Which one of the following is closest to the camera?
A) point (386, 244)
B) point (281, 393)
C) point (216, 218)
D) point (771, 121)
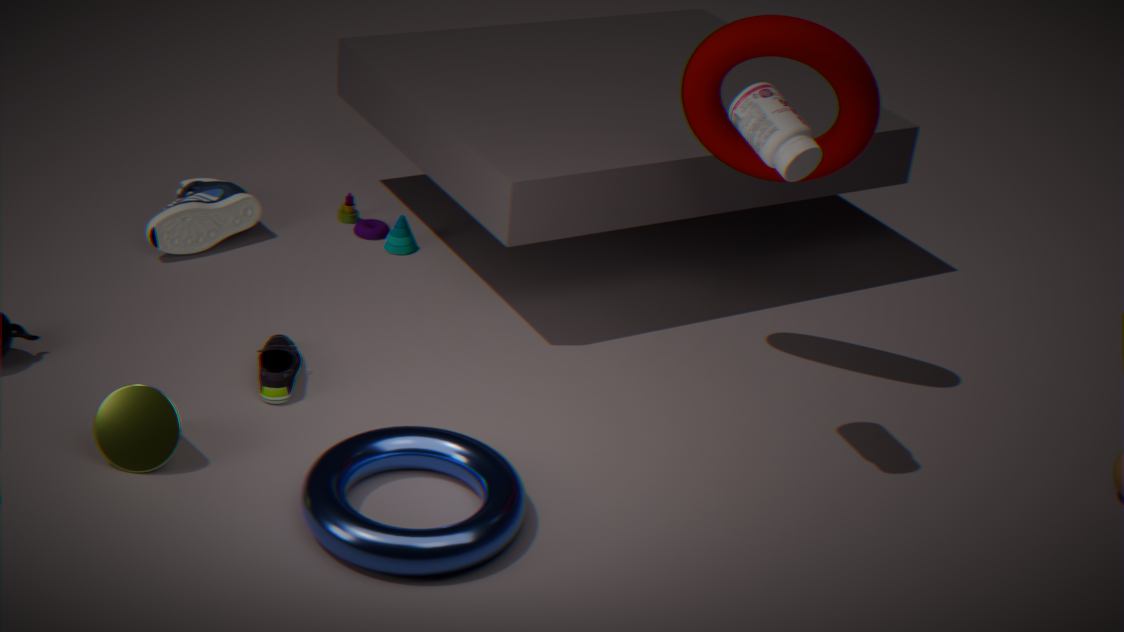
point (771, 121)
